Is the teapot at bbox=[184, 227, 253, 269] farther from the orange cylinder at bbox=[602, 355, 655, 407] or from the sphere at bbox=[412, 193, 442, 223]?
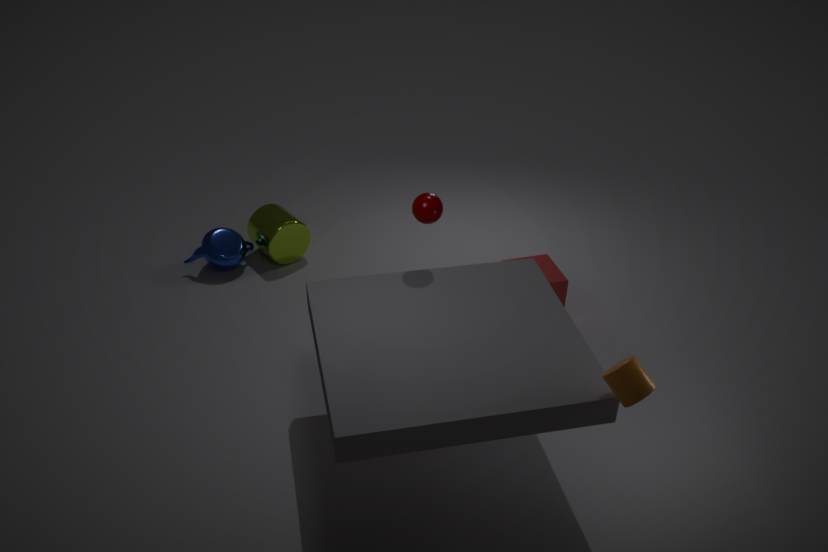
the orange cylinder at bbox=[602, 355, 655, 407]
